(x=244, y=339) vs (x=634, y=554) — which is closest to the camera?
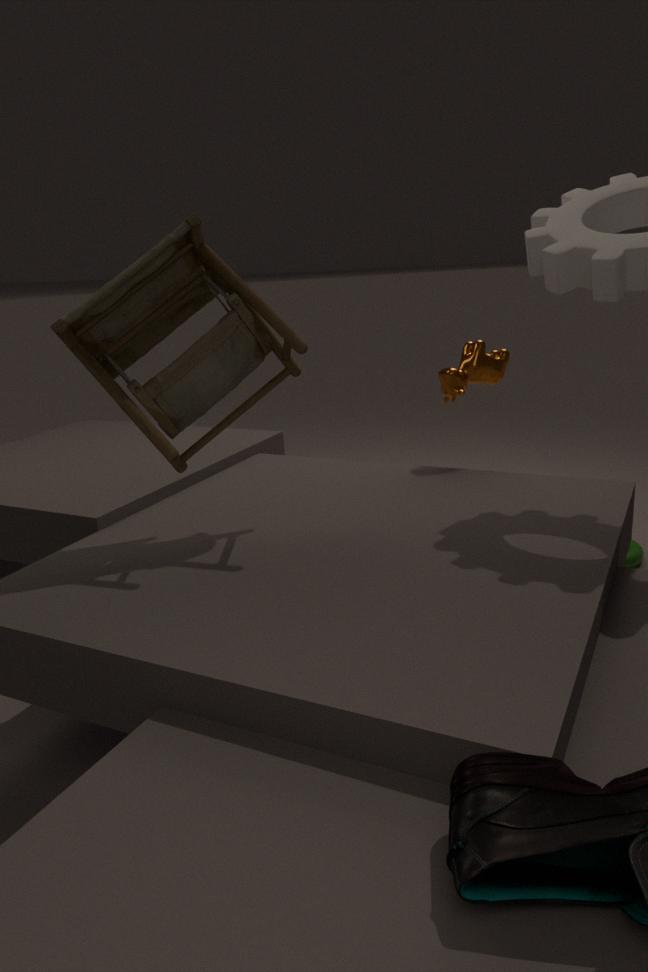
(x=244, y=339)
